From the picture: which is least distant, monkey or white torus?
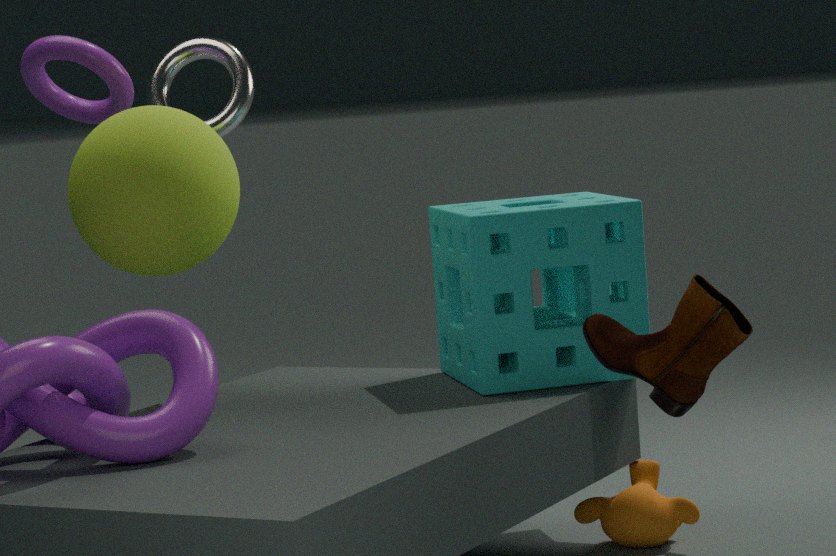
monkey
